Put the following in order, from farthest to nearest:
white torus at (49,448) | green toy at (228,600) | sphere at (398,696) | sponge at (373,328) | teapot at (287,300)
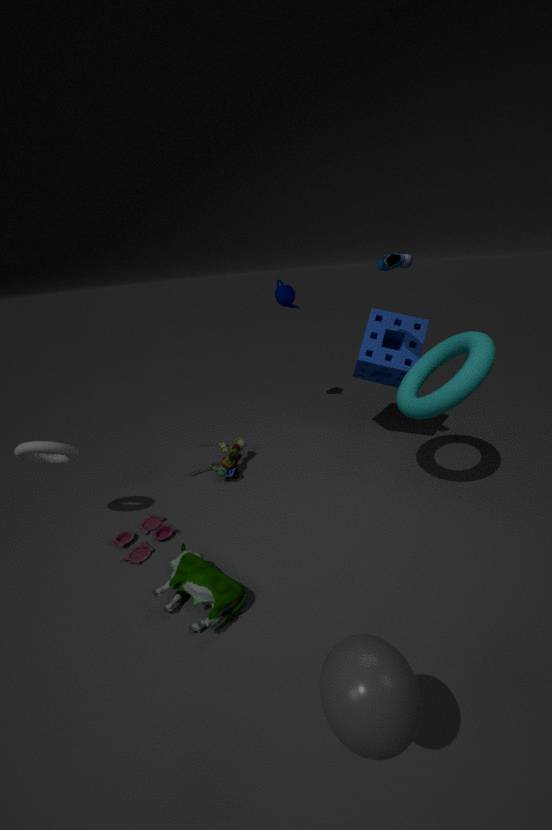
teapot at (287,300), sponge at (373,328), white torus at (49,448), green toy at (228,600), sphere at (398,696)
